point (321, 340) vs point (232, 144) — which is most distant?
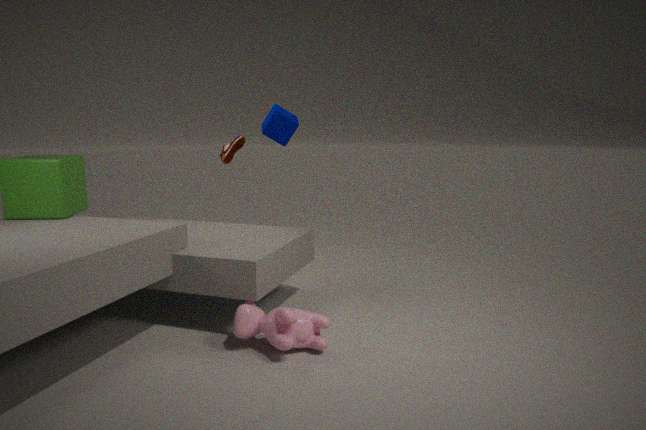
point (232, 144)
